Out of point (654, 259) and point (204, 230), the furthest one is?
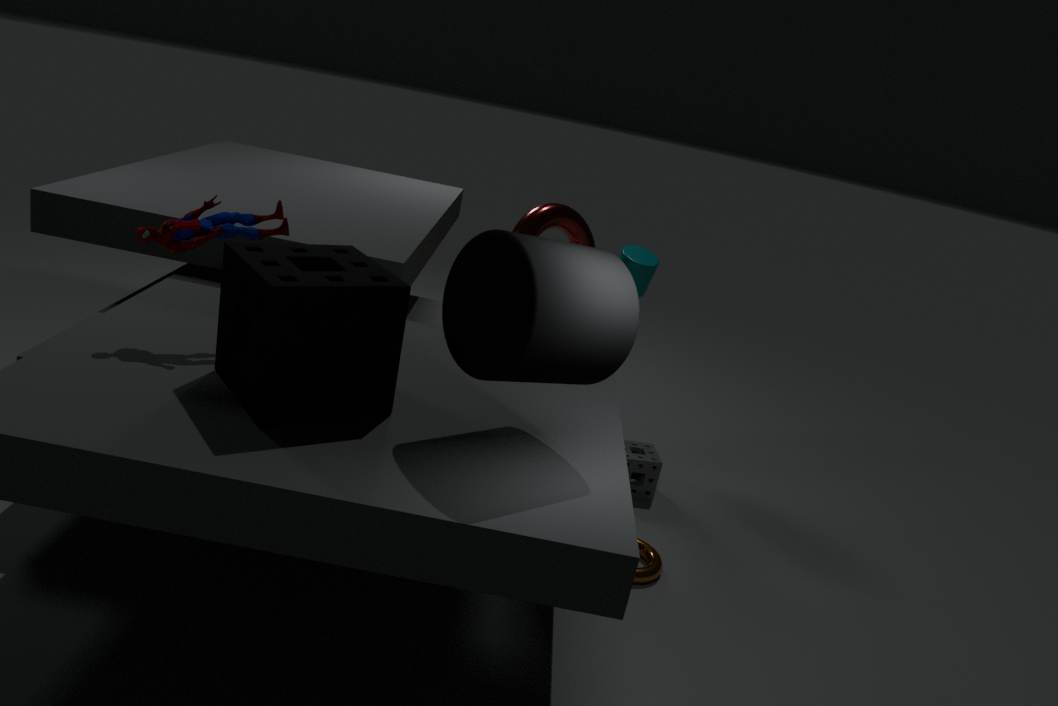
point (654, 259)
